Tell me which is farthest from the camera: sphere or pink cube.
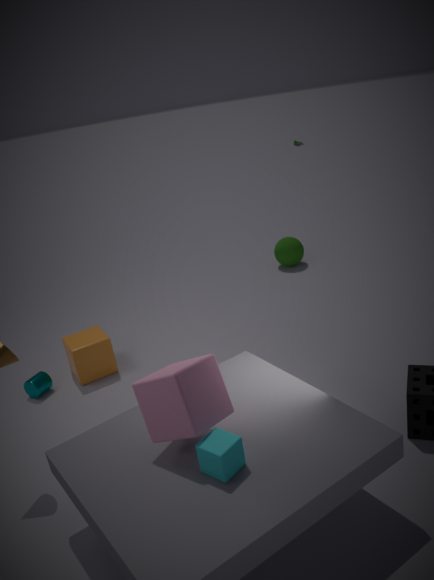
sphere
